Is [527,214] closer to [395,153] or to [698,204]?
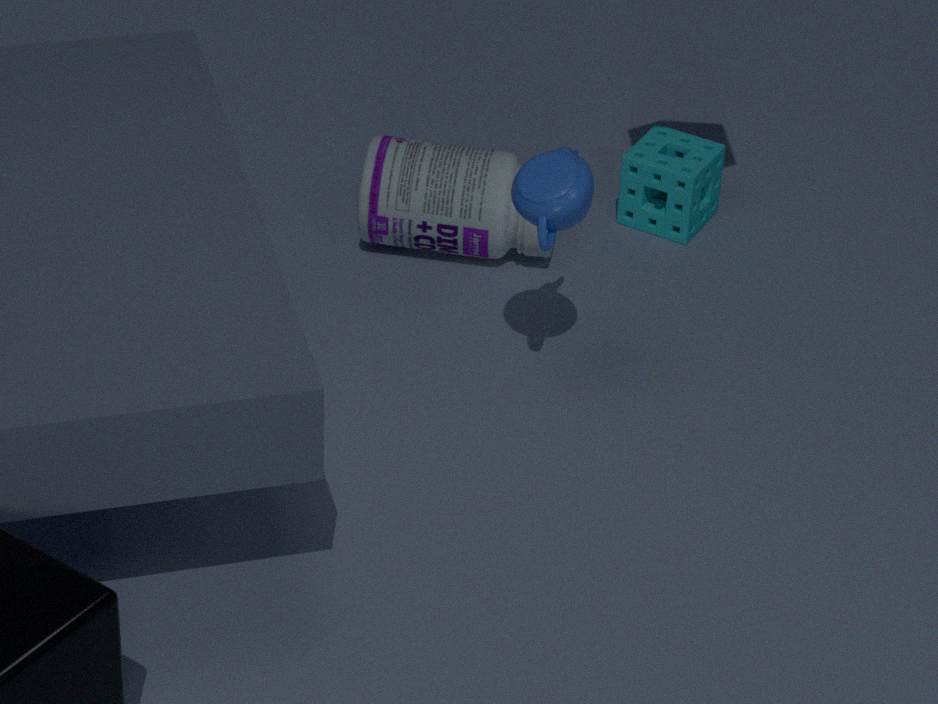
[395,153]
